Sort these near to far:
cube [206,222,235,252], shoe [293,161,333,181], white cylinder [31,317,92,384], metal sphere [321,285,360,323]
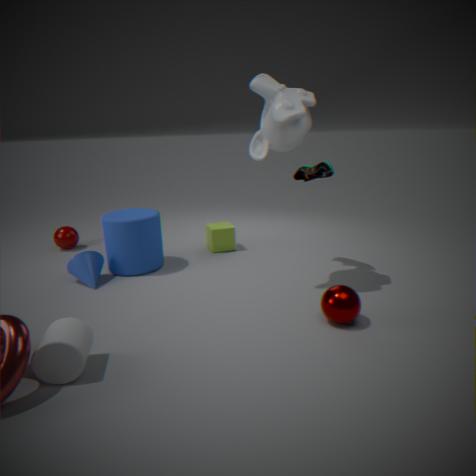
white cylinder [31,317,92,384] < metal sphere [321,285,360,323] < shoe [293,161,333,181] < cube [206,222,235,252]
